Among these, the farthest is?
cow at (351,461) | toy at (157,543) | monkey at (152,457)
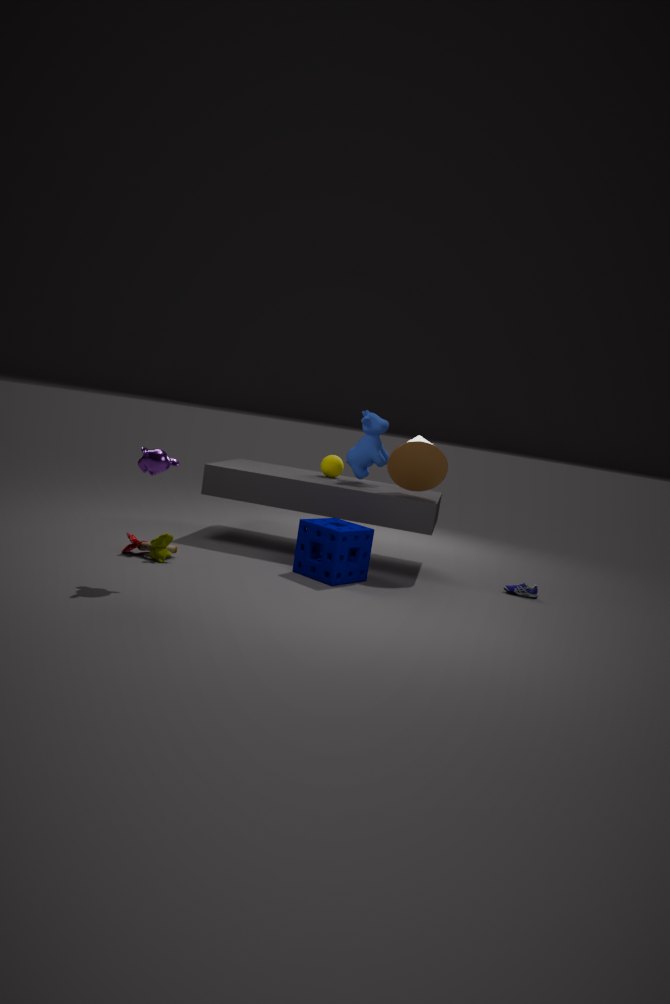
cow at (351,461)
